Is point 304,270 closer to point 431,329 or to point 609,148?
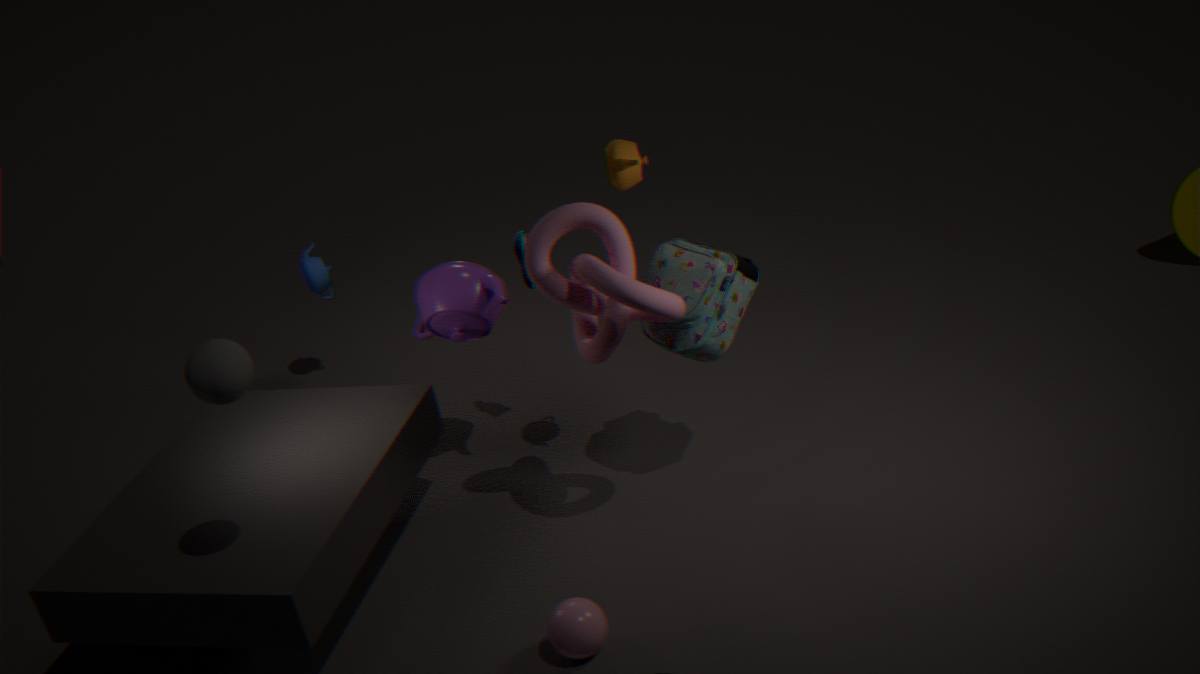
point 431,329
